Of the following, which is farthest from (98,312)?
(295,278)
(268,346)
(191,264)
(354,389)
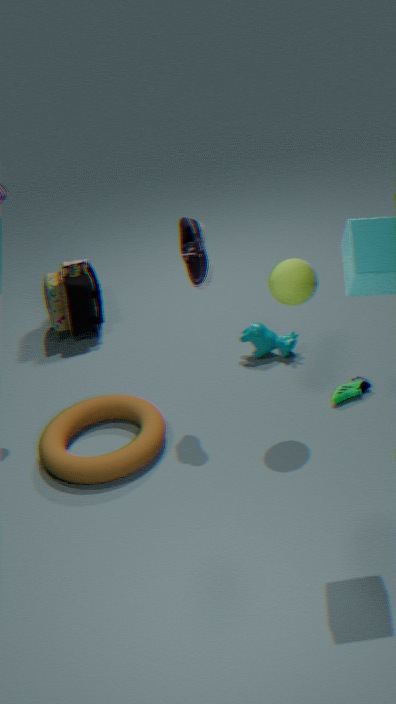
(354,389)
